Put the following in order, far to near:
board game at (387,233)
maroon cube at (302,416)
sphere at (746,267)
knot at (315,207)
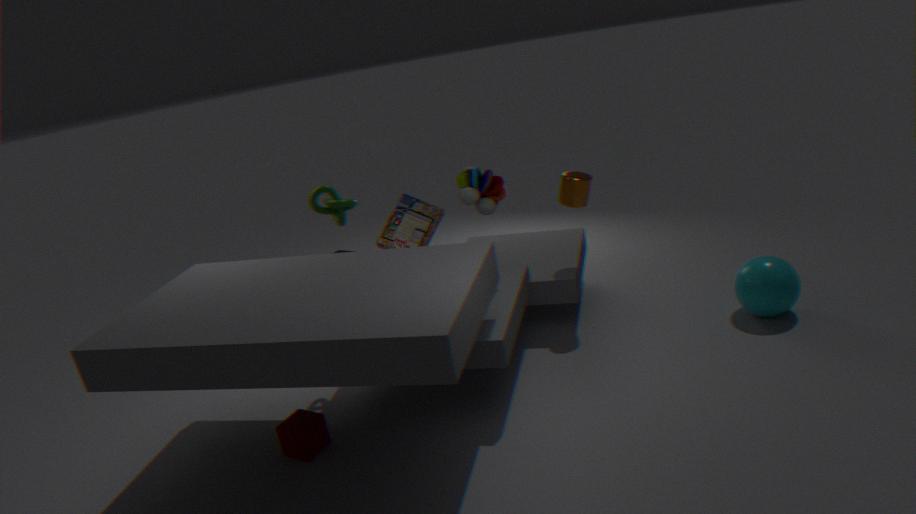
1. board game at (387,233)
2. sphere at (746,267)
3. knot at (315,207)
4. maroon cube at (302,416)
